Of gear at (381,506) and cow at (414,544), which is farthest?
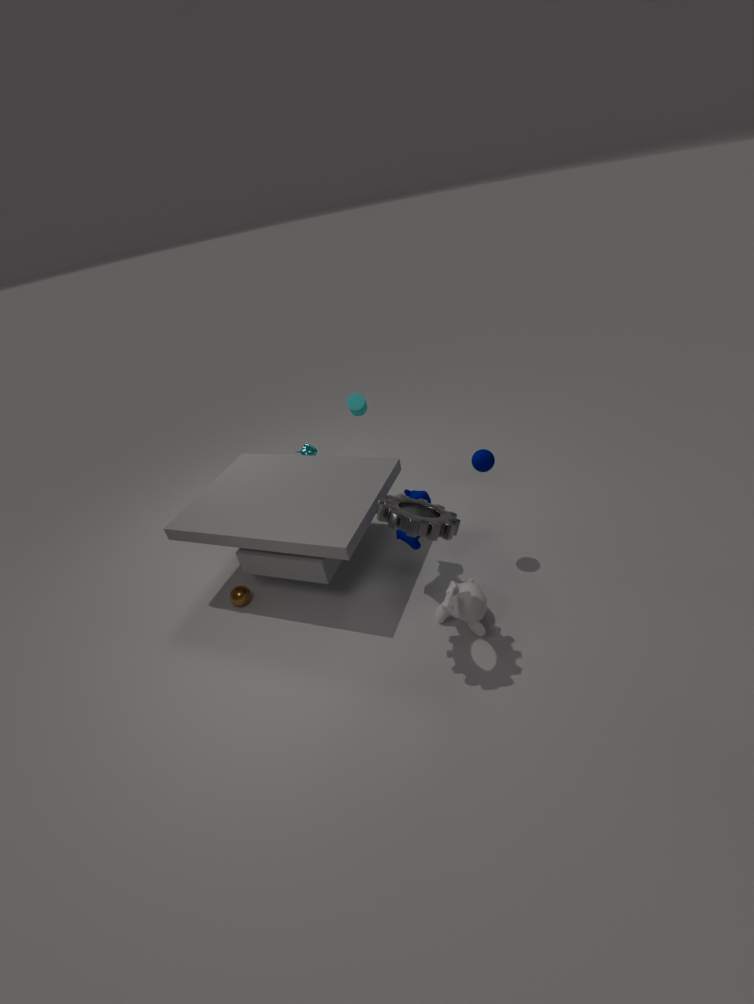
cow at (414,544)
